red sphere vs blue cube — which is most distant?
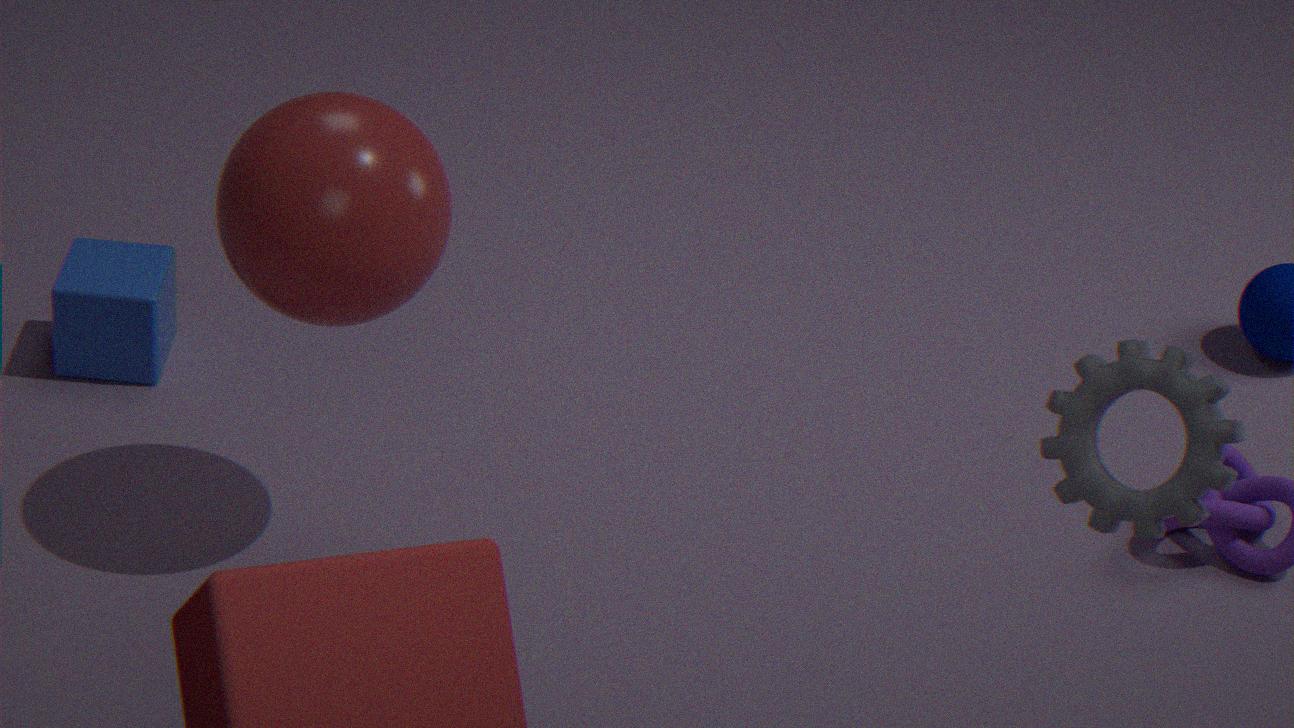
blue cube
